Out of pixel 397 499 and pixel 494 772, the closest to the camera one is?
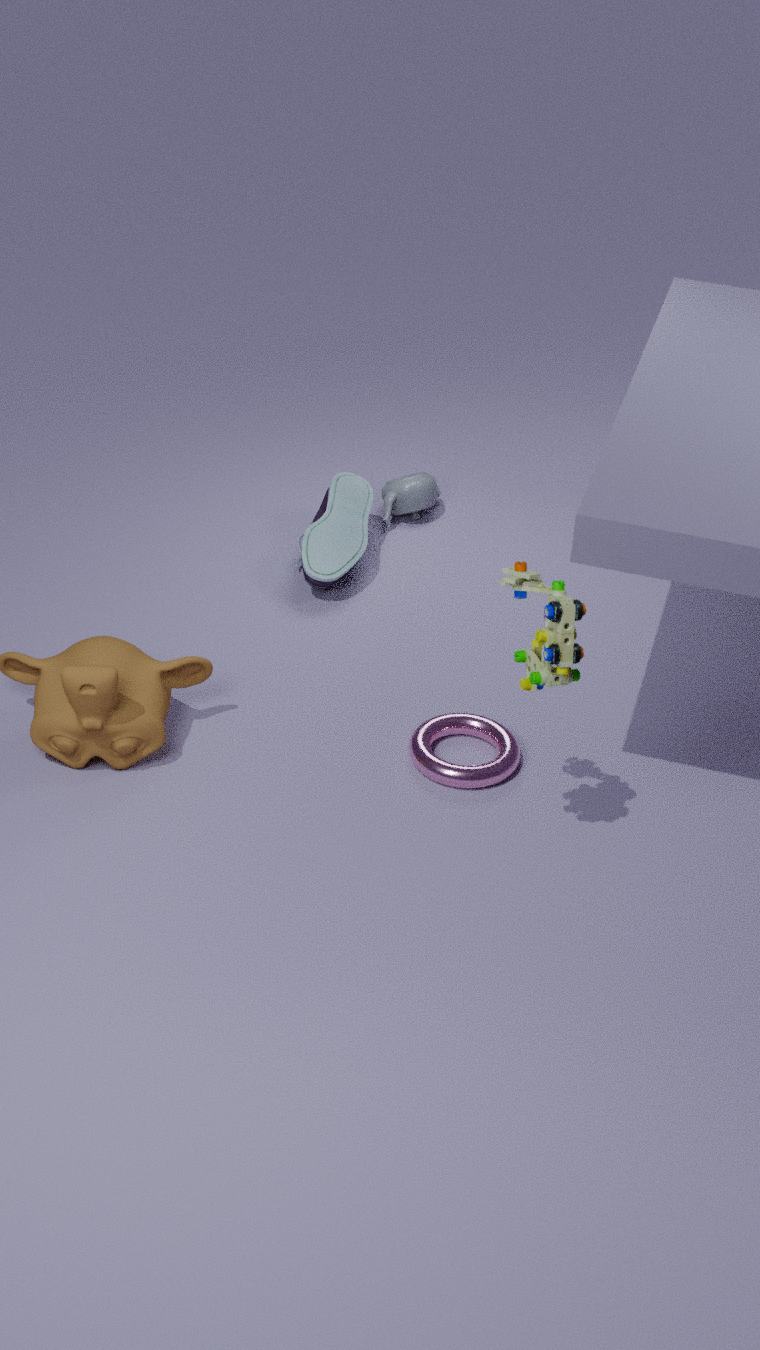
pixel 494 772
